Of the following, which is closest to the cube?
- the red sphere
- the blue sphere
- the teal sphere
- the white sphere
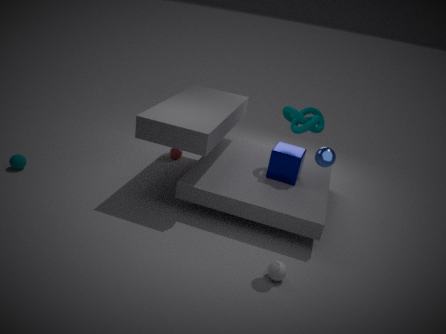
the blue sphere
